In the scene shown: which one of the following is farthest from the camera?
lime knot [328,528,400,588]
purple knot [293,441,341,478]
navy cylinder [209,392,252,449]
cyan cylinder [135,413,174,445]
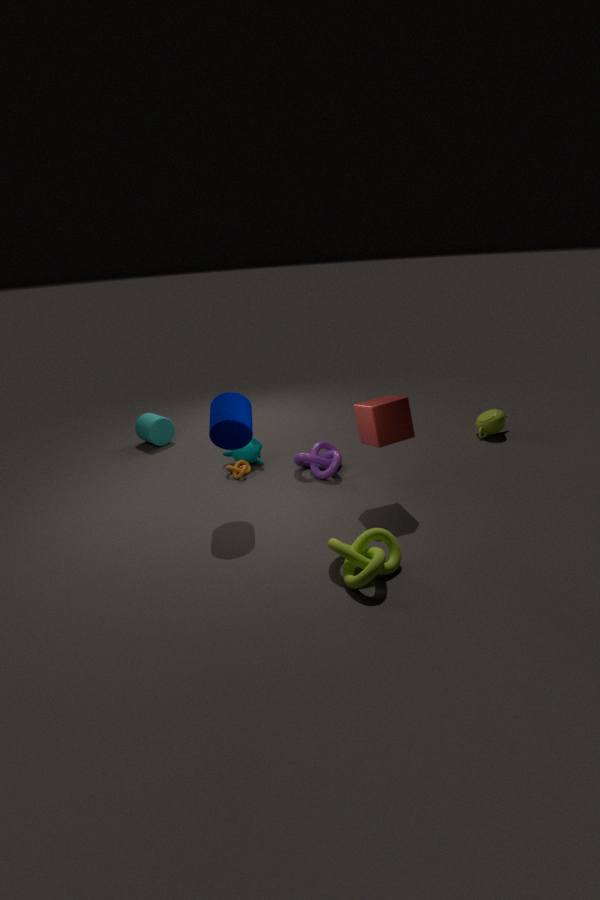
cyan cylinder [135,413,174,445]
